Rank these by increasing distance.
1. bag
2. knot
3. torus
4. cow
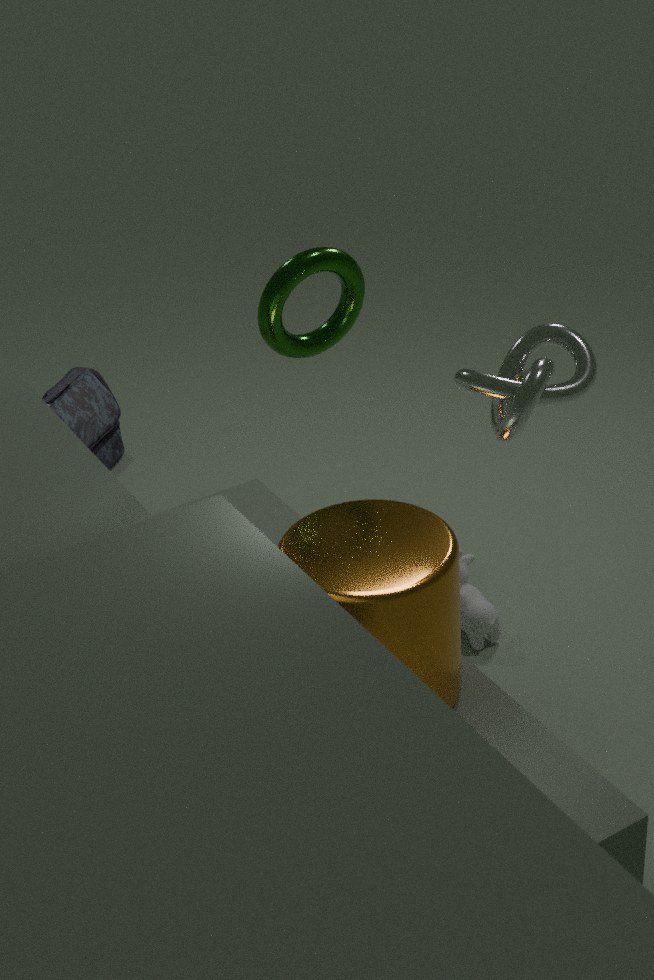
1. knot
2. torus
3. cow
4. bag
